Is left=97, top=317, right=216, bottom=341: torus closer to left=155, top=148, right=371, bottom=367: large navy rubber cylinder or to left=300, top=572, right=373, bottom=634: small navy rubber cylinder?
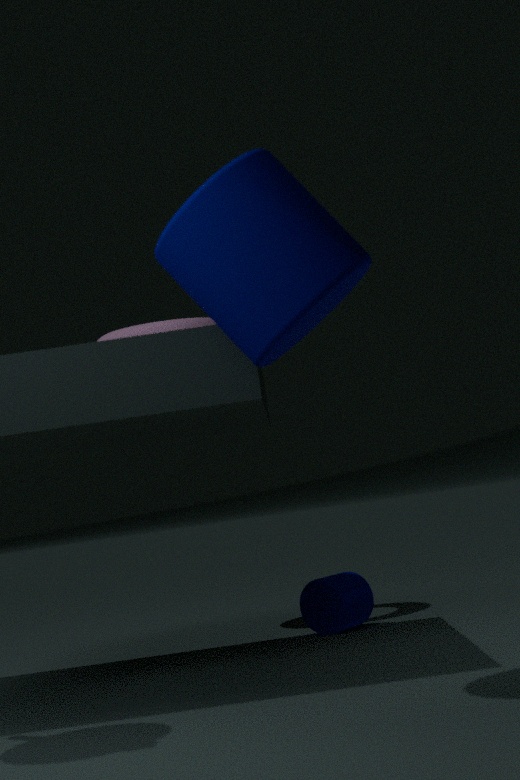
left=300, top=572, right=373, bottom=634: small navy rubber cylinder
